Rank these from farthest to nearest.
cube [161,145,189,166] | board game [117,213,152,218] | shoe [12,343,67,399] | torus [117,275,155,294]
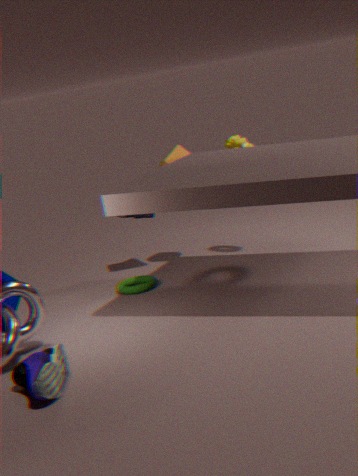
1. board game [117,213,152,218]
2. cube [161,145,189,166]
3. torus [117,275,155,294]
4. shoe [12,343,67,399]
